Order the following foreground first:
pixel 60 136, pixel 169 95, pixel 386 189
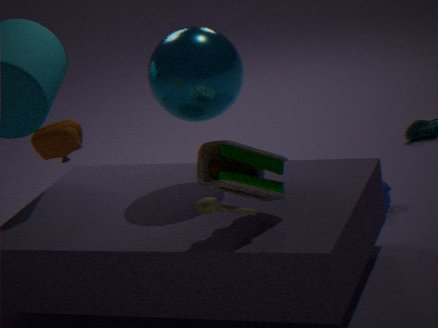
pixel 60 136 < pixel 169 95 < pixel 386 189
